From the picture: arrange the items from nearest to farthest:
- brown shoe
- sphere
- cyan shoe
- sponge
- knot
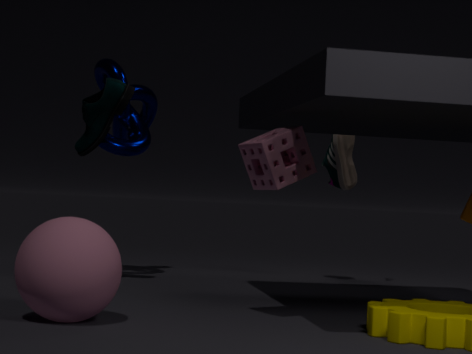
sphere
sponge
cyan shoe
knot
brown shoe
